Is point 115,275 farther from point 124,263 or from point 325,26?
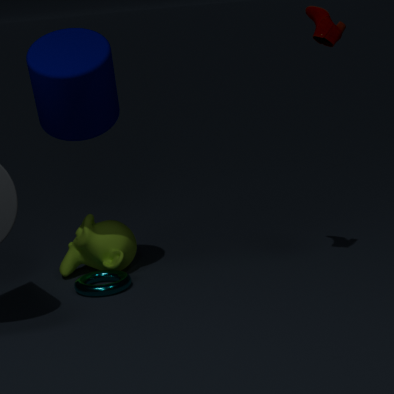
point 325,26
